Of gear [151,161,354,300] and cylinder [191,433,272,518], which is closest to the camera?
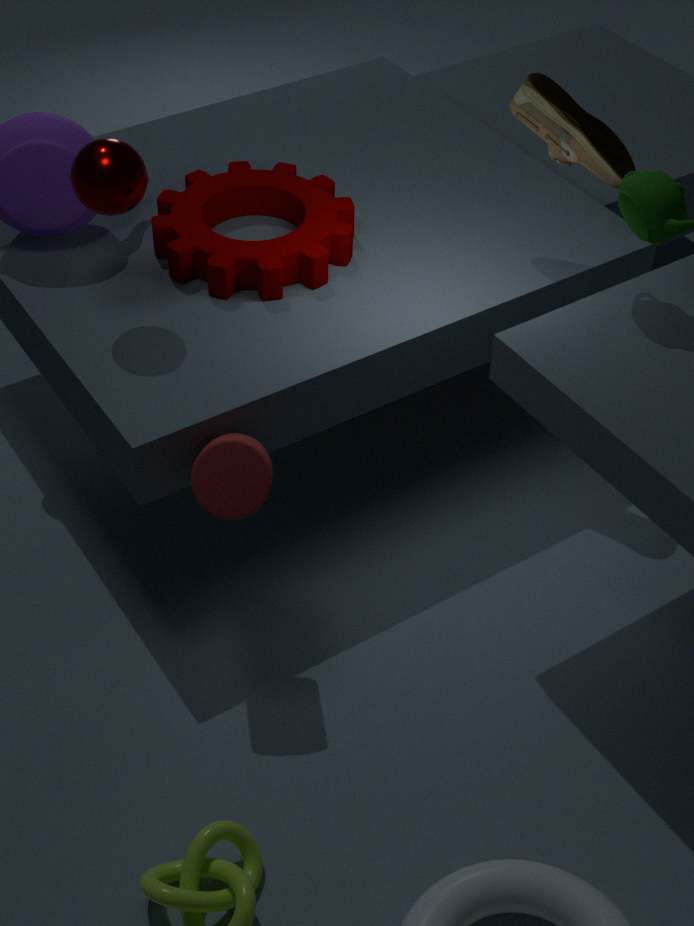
cylinder [191,433,272,518]
